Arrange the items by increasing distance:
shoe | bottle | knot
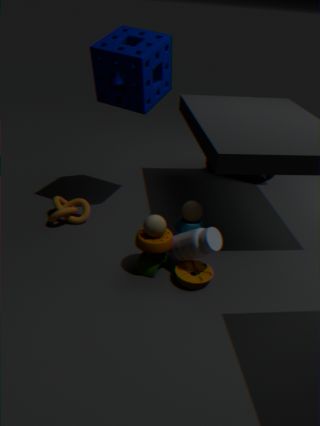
Result: bottle → knot → shoe
